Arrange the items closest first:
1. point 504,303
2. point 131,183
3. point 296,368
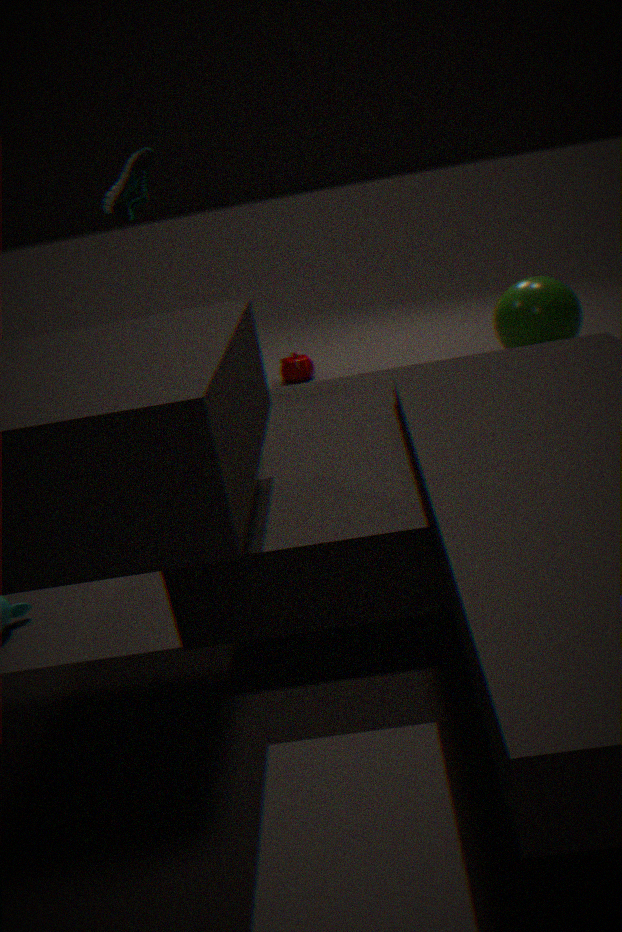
point 131,183 → point 504,303 → point 296,368
